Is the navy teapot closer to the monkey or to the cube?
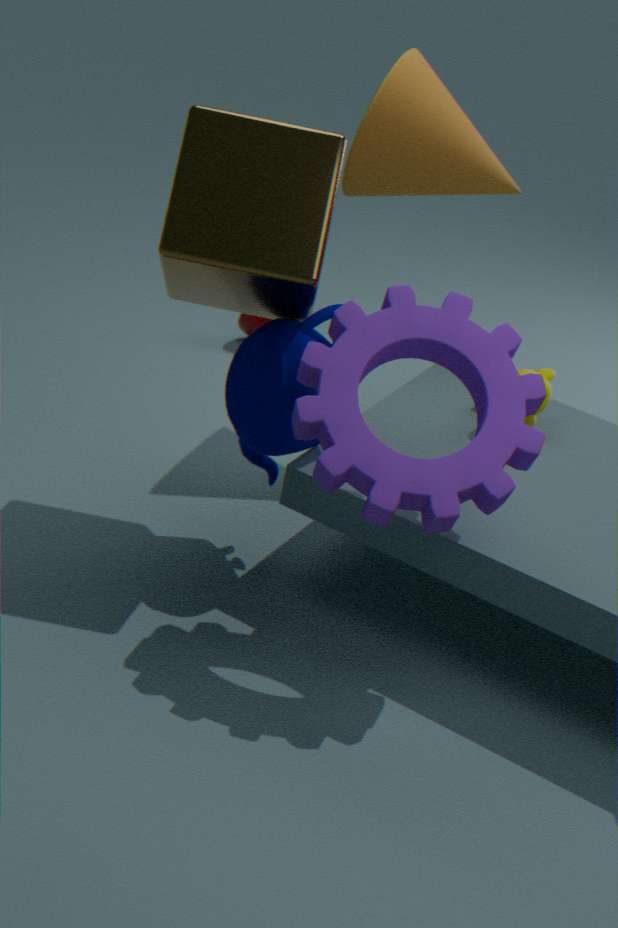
the cube
